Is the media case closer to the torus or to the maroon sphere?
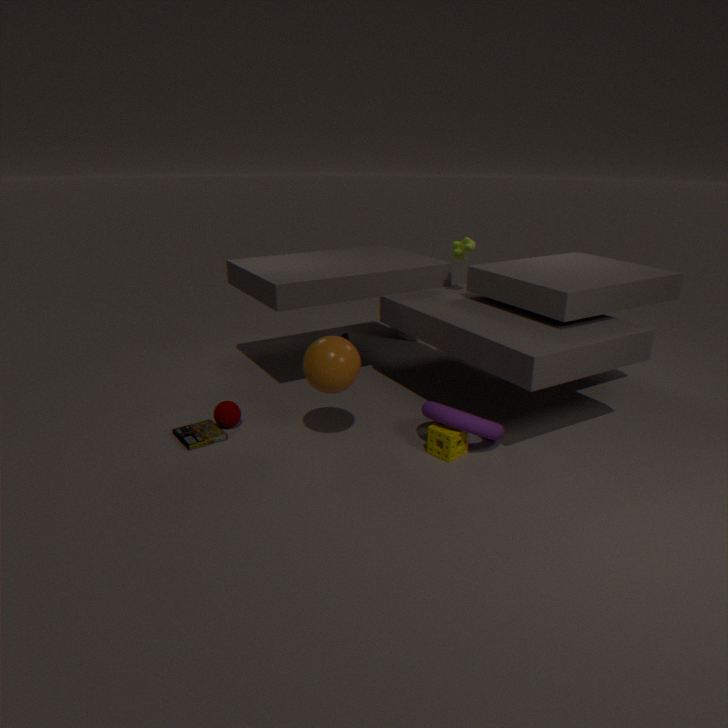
the maroon sphere
